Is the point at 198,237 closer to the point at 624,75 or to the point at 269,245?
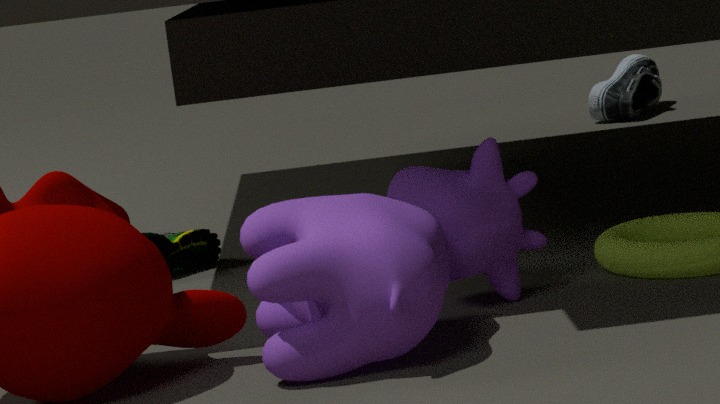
the point at 269,245
